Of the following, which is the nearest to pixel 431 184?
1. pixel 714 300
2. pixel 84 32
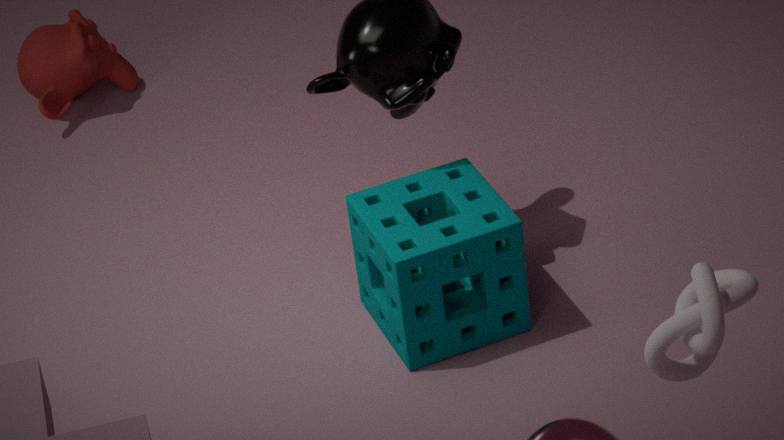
pixel 714 300
